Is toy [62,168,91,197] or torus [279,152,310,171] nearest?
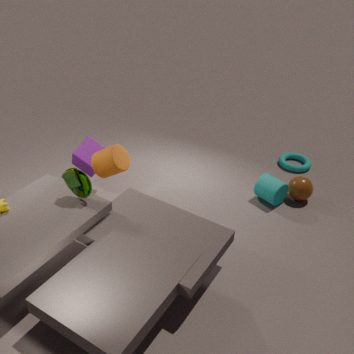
toy [62,168,91,197]
